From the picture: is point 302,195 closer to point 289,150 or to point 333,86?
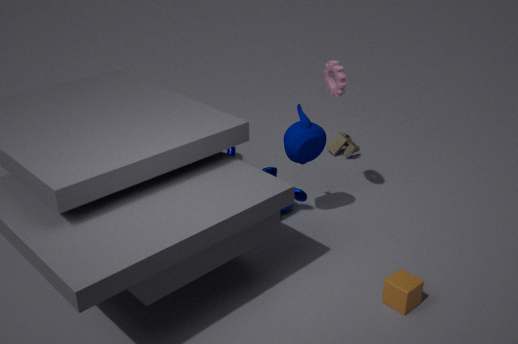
point 289,150
